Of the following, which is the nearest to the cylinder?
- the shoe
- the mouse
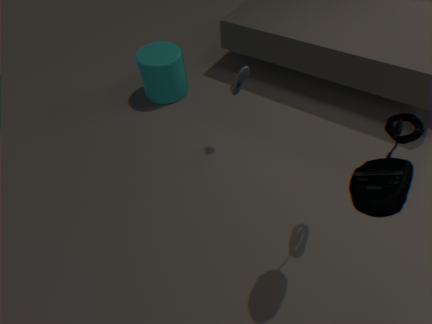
the shoe
